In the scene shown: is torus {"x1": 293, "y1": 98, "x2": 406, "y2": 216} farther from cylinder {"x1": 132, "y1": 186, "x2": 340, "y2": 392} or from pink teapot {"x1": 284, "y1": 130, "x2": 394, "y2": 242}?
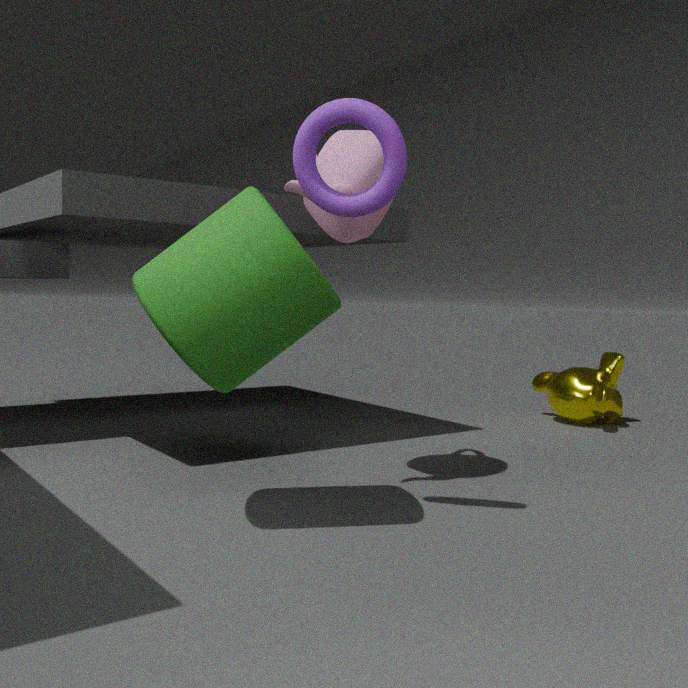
pink teapot {"x1": 284, "y1": 130, "x2": 394, "y2": 242}
